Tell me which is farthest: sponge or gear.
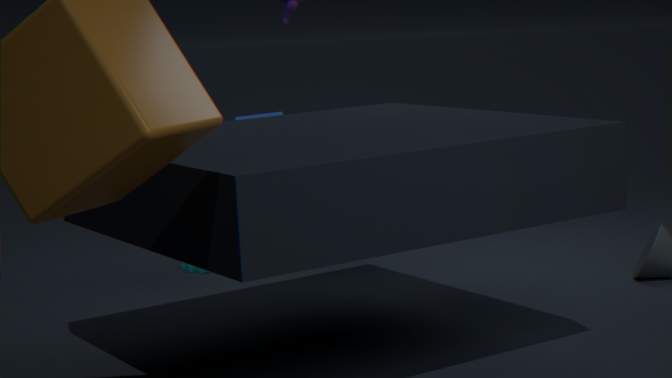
gear
